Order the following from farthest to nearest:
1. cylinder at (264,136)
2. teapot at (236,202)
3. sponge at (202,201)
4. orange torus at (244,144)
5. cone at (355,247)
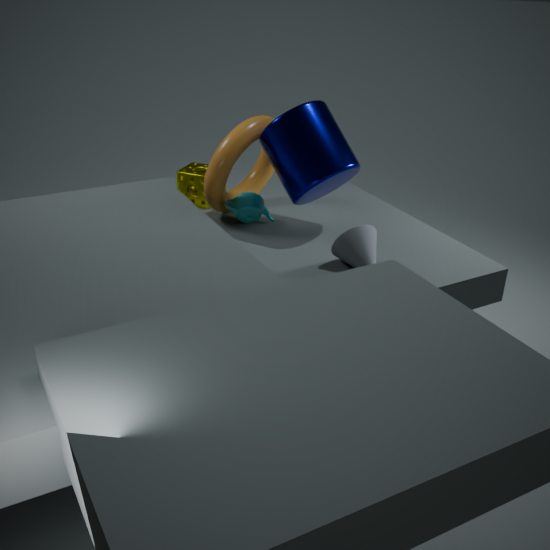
sponge at (202,201), teapot at (236,202), orange torus at (244,144), cylinder at (264,136), cone at (355,247)
